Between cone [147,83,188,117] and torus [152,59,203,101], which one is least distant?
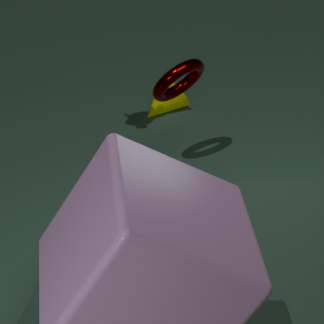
torus [152,59,203,101]
